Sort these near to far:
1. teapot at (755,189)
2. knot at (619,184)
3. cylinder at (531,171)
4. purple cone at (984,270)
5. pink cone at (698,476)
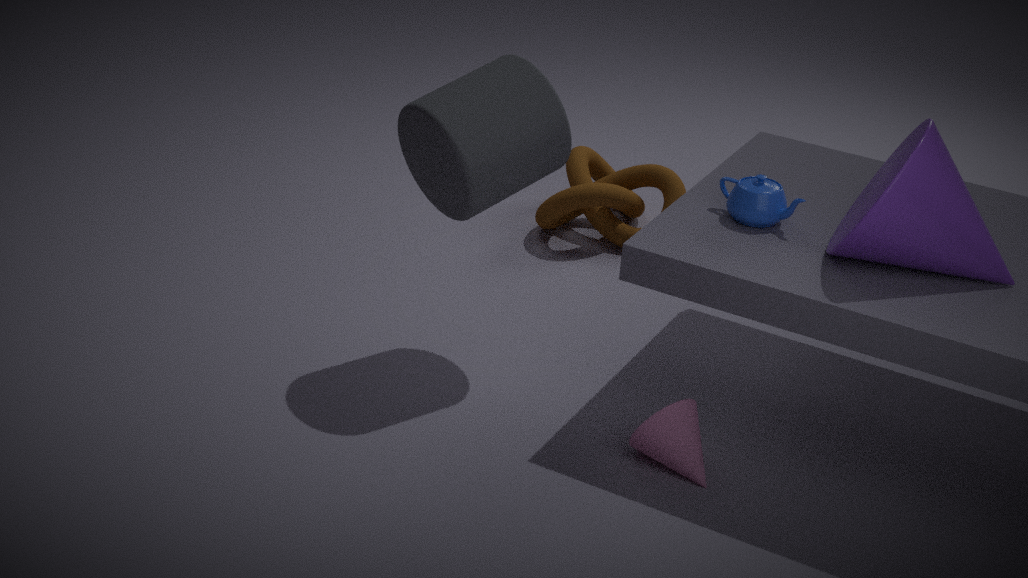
purple cone at (984,270) → pink cone at (698,476) → cylinder at (531,171) → teapot at (755,189) → knot at (619,184)
